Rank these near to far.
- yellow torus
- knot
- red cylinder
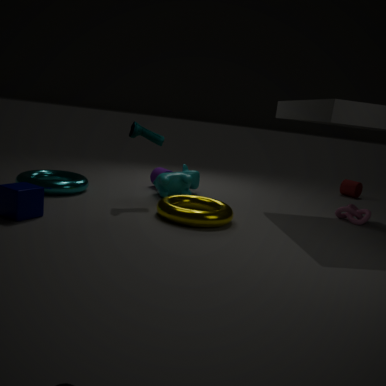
yellow torus → knot → red cylinder
